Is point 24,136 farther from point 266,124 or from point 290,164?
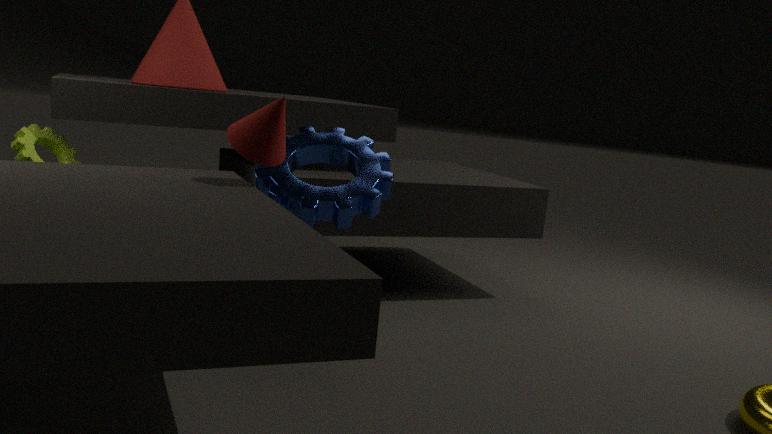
point 290,164
